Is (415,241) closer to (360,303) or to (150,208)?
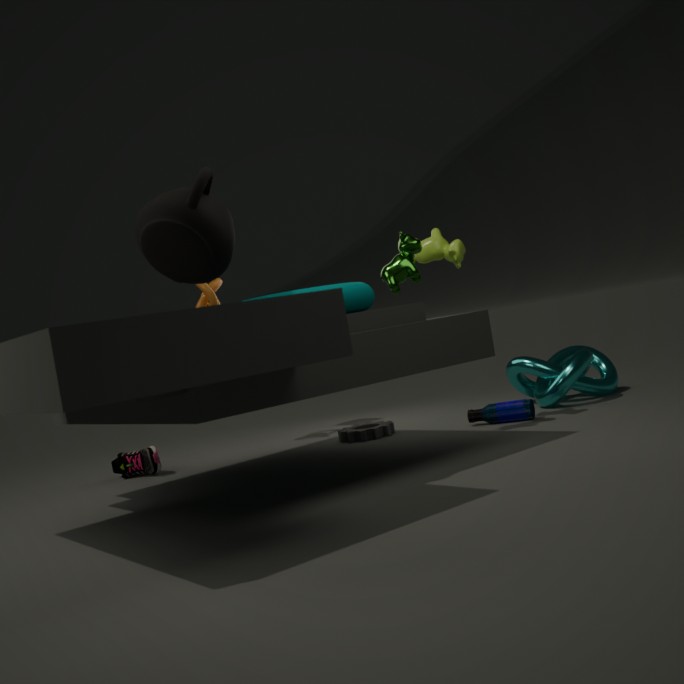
(360,303)
